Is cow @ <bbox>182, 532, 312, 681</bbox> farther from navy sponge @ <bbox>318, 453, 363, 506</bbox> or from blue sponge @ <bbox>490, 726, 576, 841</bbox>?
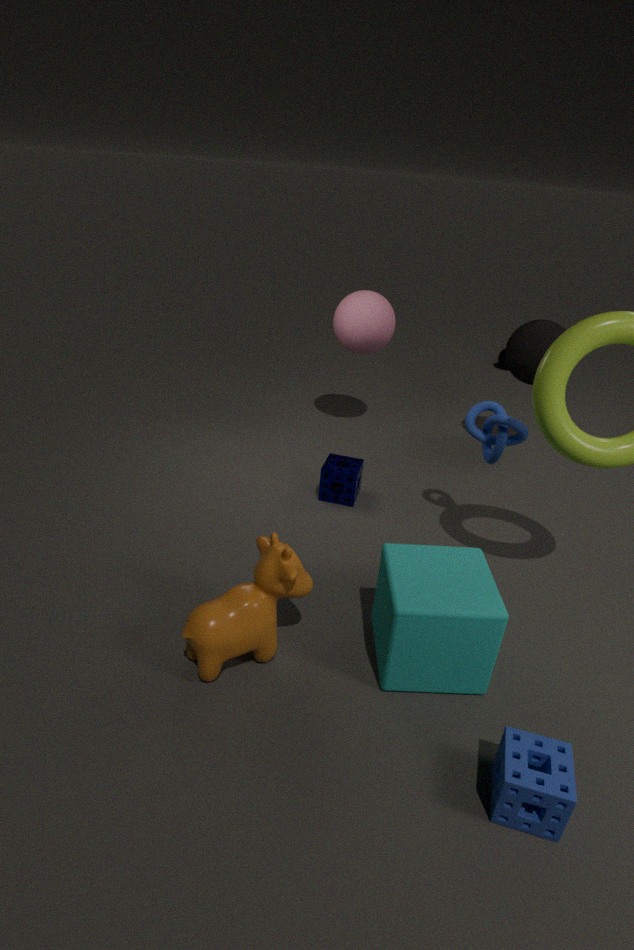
navy sponge @ <bbox>318, 453, 363, 506</bbox>
